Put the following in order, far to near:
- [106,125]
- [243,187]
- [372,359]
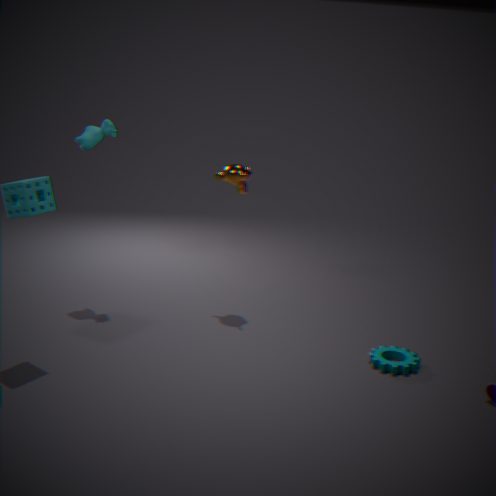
[243,187] → [106,125] → [372,359]
